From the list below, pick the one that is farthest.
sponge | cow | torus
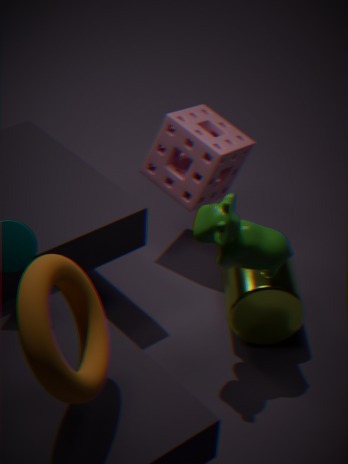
sponge
